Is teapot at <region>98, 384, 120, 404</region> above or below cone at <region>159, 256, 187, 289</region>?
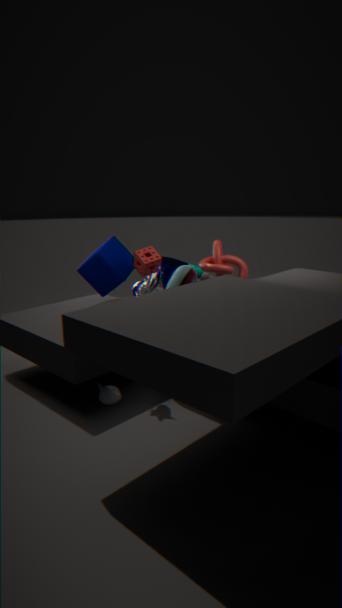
below
